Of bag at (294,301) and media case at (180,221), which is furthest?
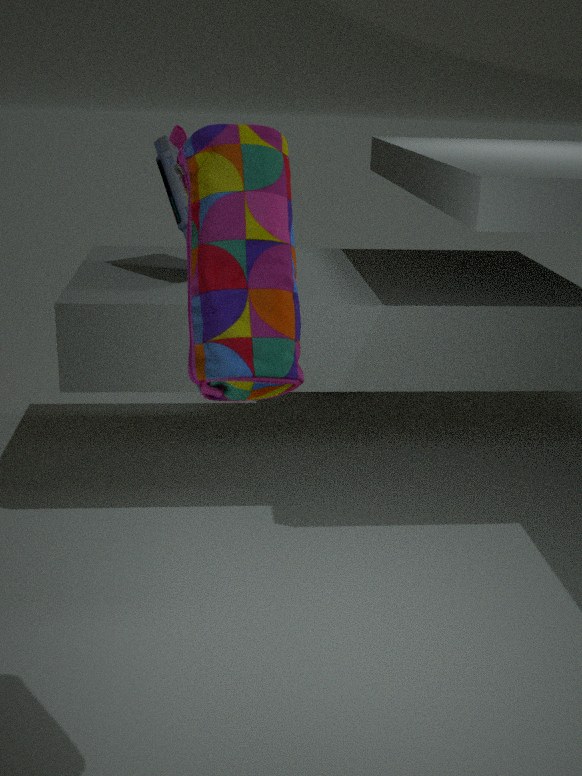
media case at (180,221)
